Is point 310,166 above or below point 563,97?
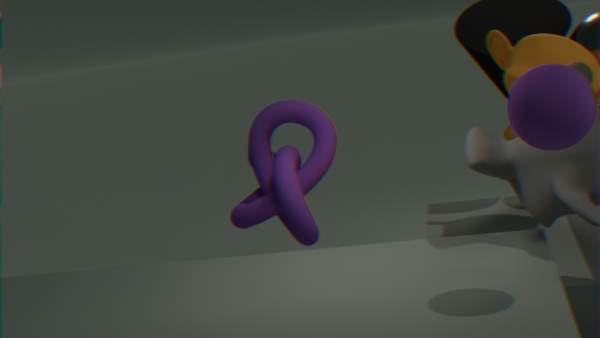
below
